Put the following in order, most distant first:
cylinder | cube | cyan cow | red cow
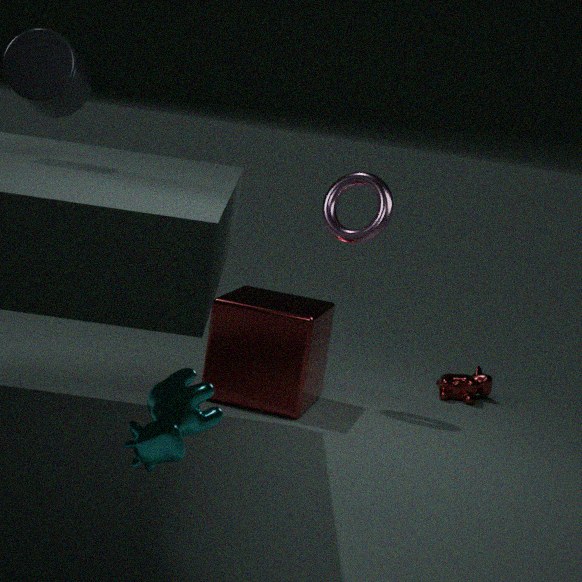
1. red cow
2. cube
3. cylinder
4. cyan cow
